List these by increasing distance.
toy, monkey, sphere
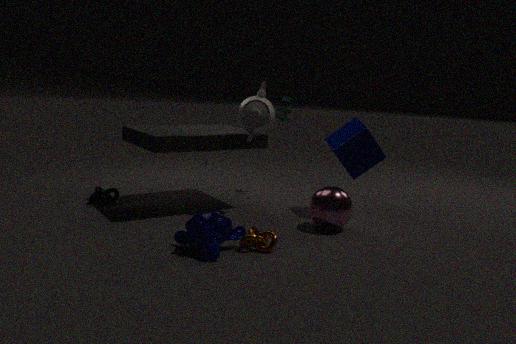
monkey, sphere, toy
